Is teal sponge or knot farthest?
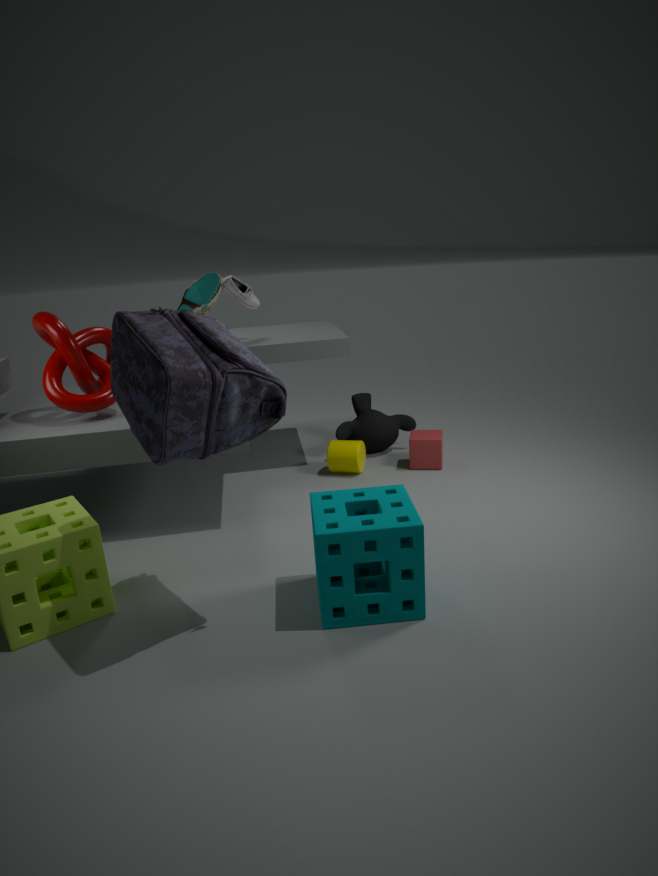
knot
